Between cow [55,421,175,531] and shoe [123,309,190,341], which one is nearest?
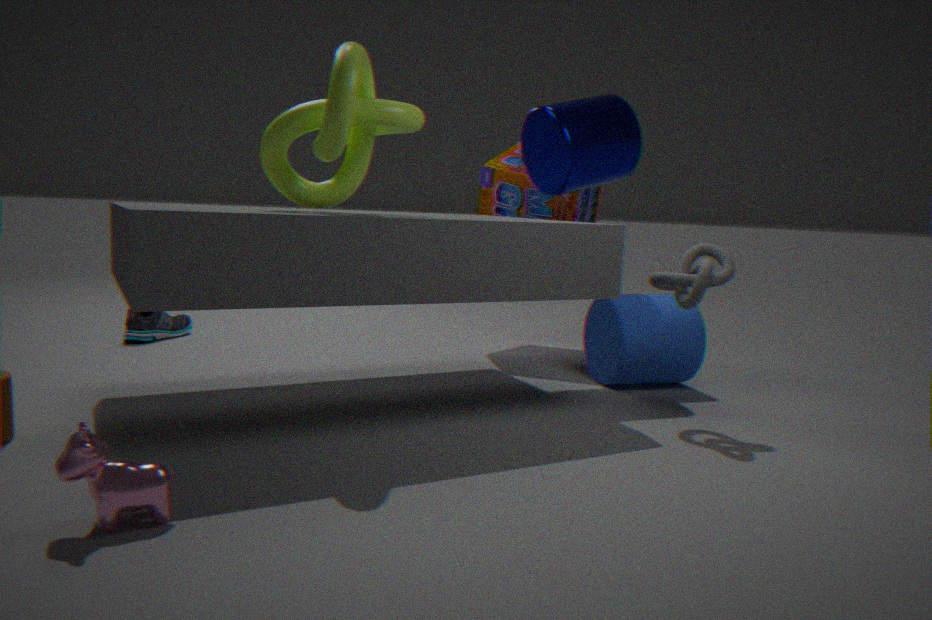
cow [55,421,175,531]
